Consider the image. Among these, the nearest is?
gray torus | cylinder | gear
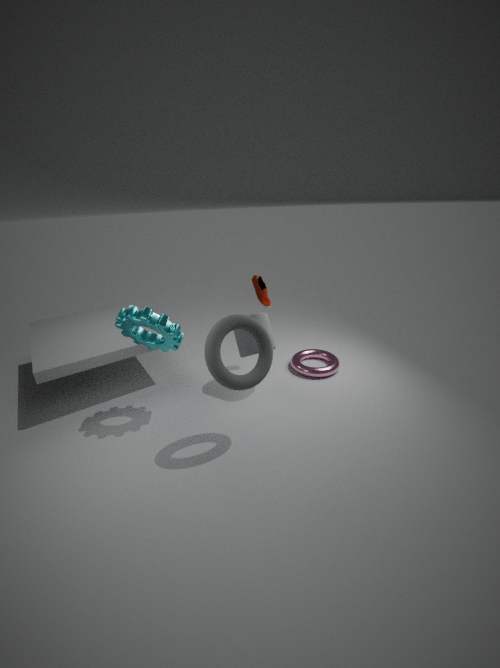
gray torus
